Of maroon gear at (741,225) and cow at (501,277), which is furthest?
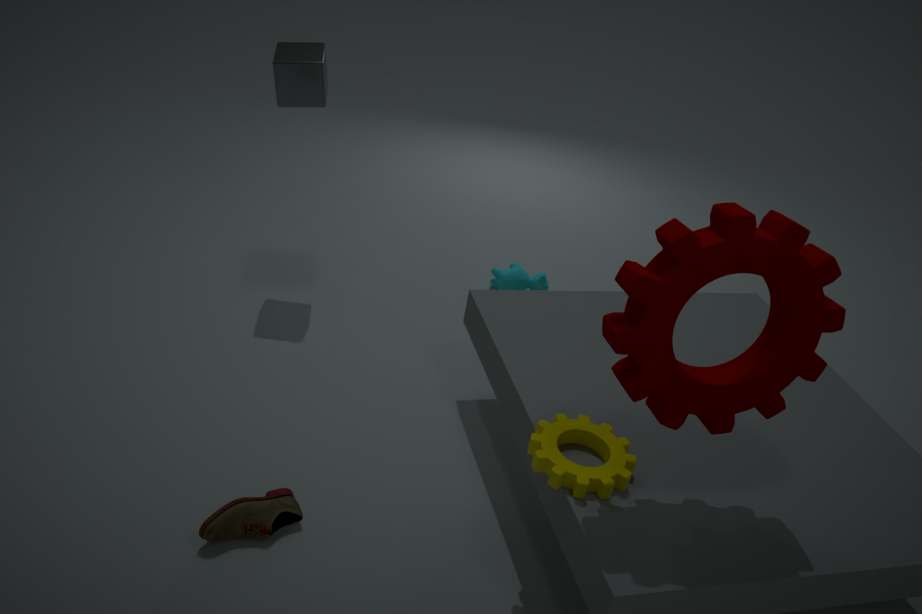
cow at (501,277)
